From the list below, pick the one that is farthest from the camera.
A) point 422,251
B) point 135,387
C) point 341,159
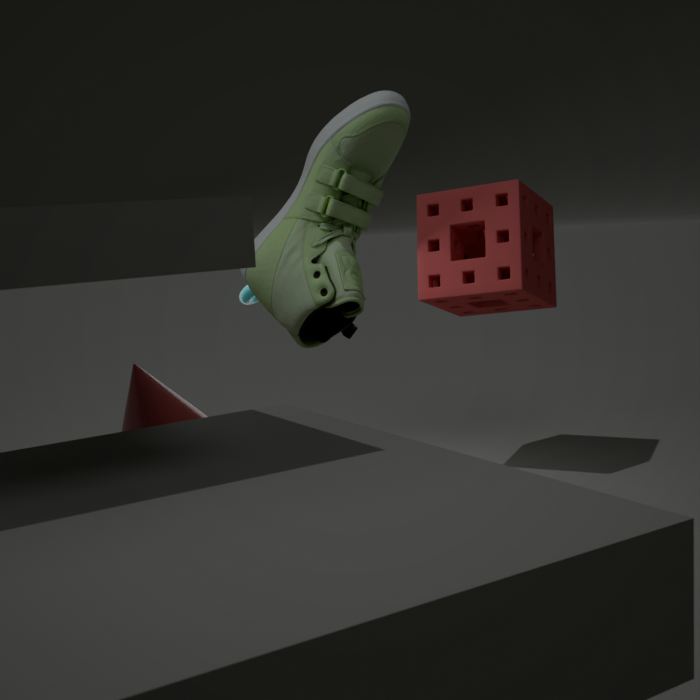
point 422,251
